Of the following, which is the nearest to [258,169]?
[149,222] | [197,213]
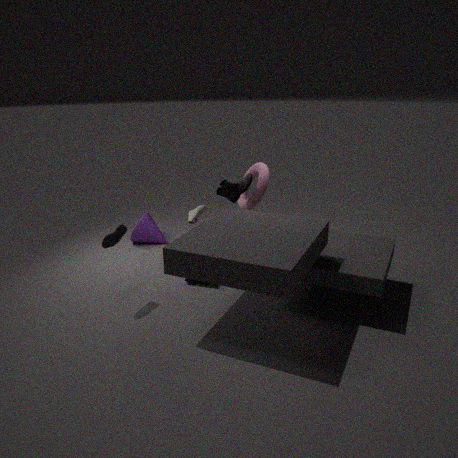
[197,213]
